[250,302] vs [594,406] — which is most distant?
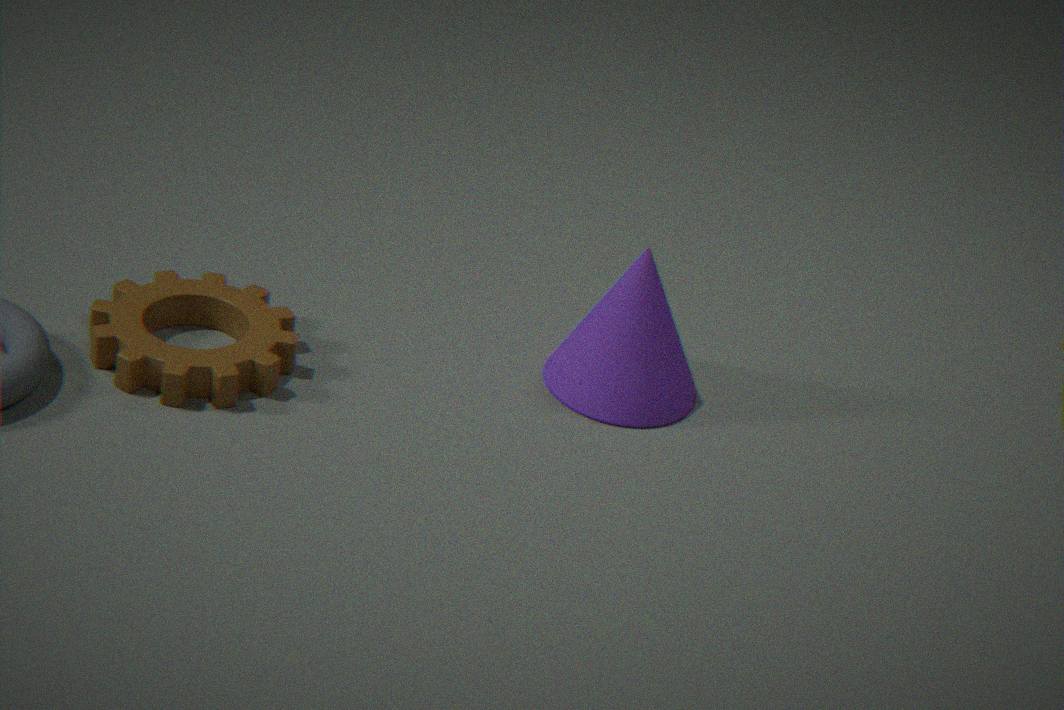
[250,302]
